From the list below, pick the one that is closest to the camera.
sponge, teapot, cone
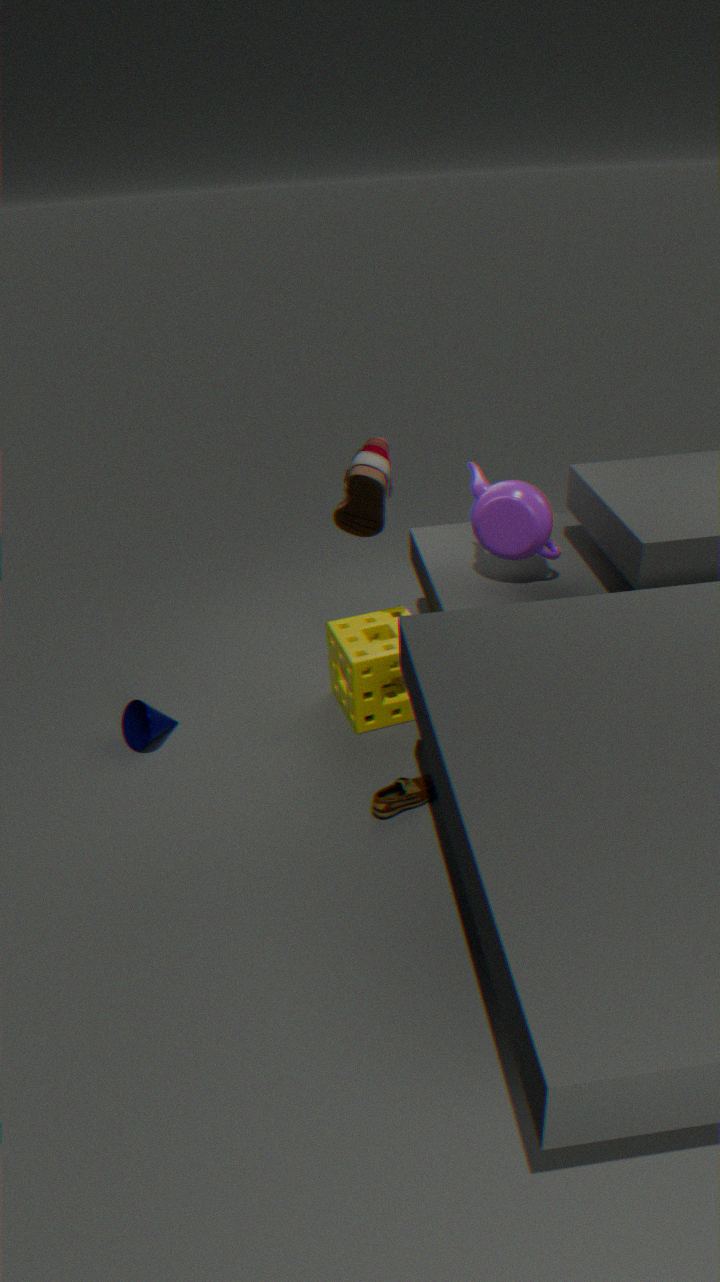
teapot
